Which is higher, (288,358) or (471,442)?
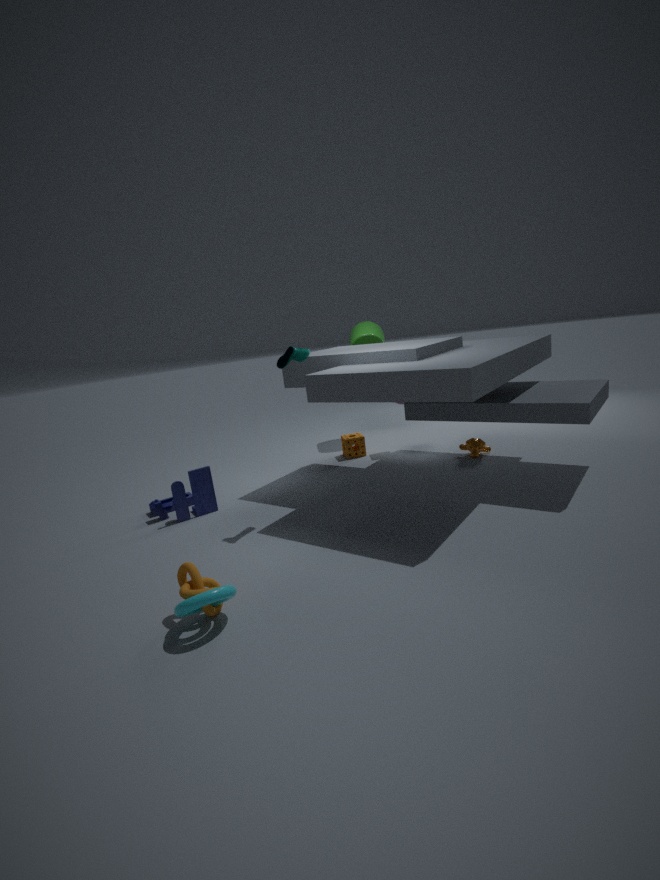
(288,358)
